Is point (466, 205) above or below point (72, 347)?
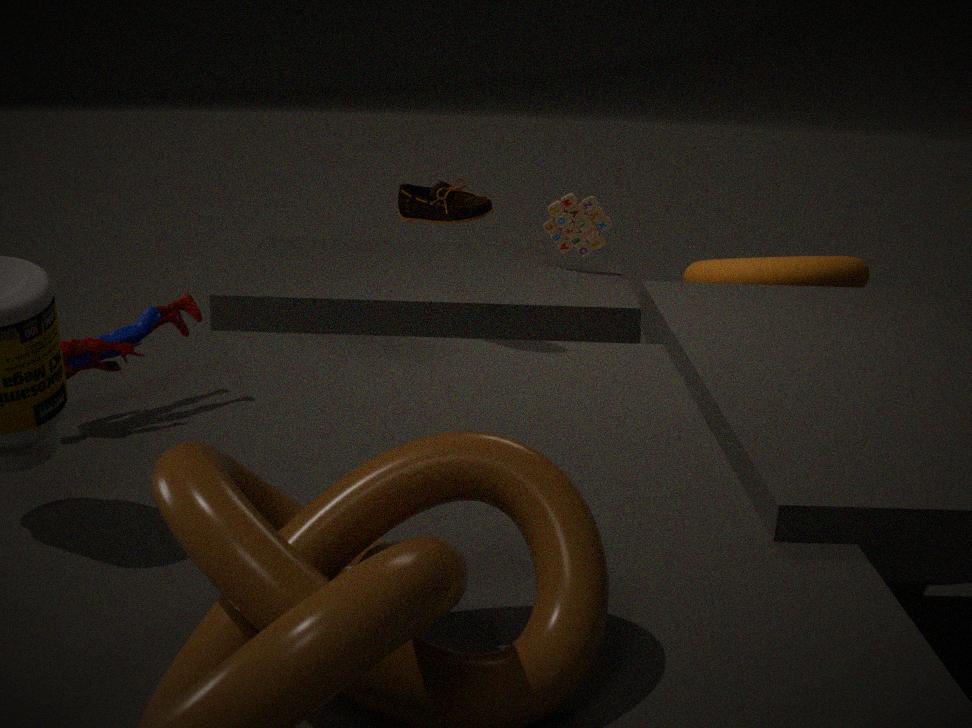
above
